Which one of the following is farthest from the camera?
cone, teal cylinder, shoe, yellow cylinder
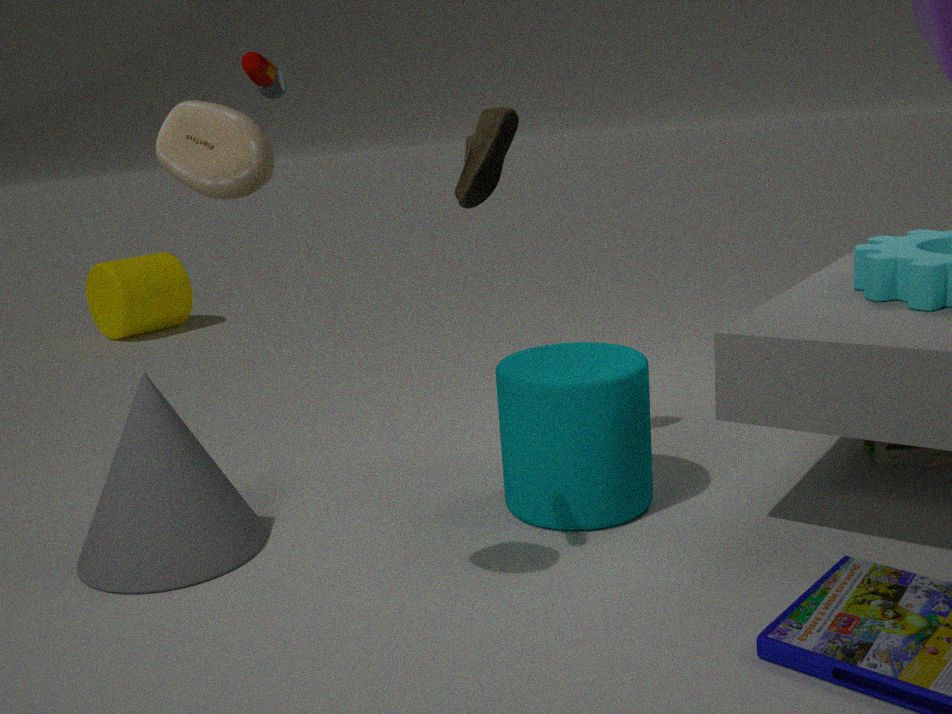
yellow cylinder
